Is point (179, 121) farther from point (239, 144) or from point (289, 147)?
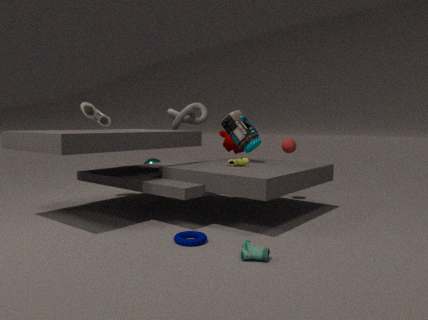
point (289, 147)
